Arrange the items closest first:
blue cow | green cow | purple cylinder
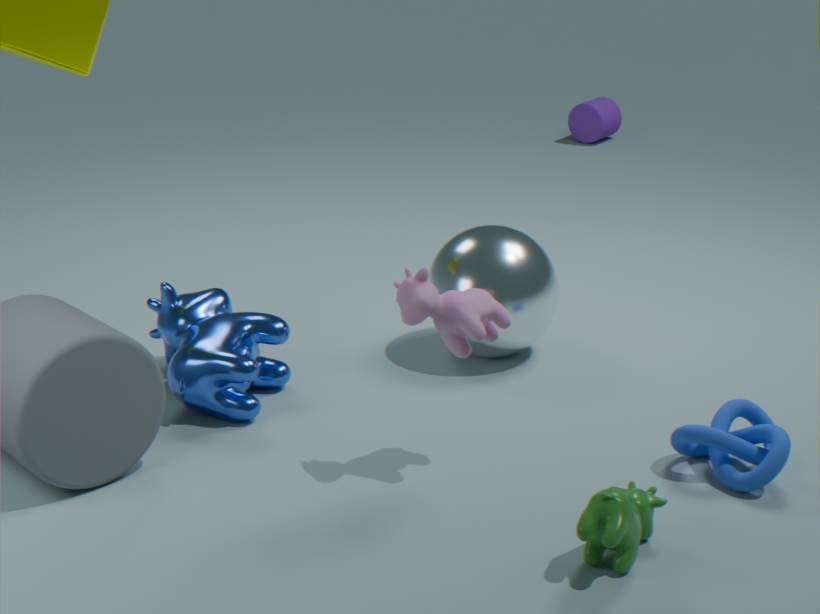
green cow → blue cow → purple cylinder
